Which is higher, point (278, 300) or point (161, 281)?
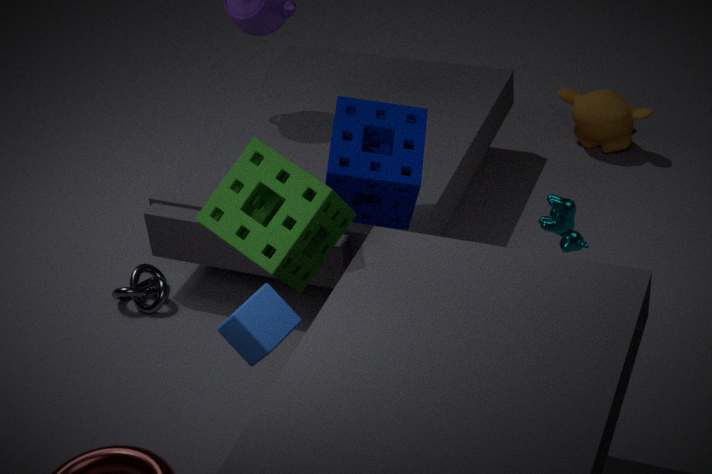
point (278, 300)
